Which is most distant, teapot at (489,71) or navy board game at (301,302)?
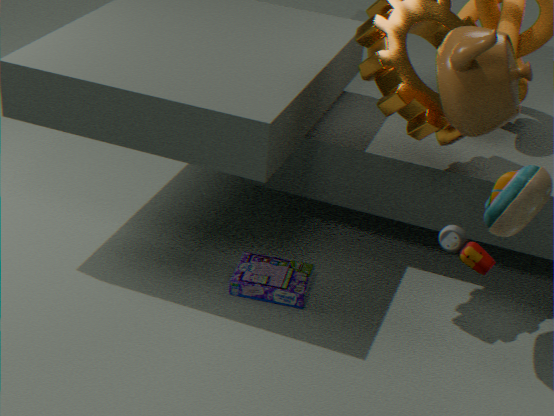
navy board game at (301,302)
